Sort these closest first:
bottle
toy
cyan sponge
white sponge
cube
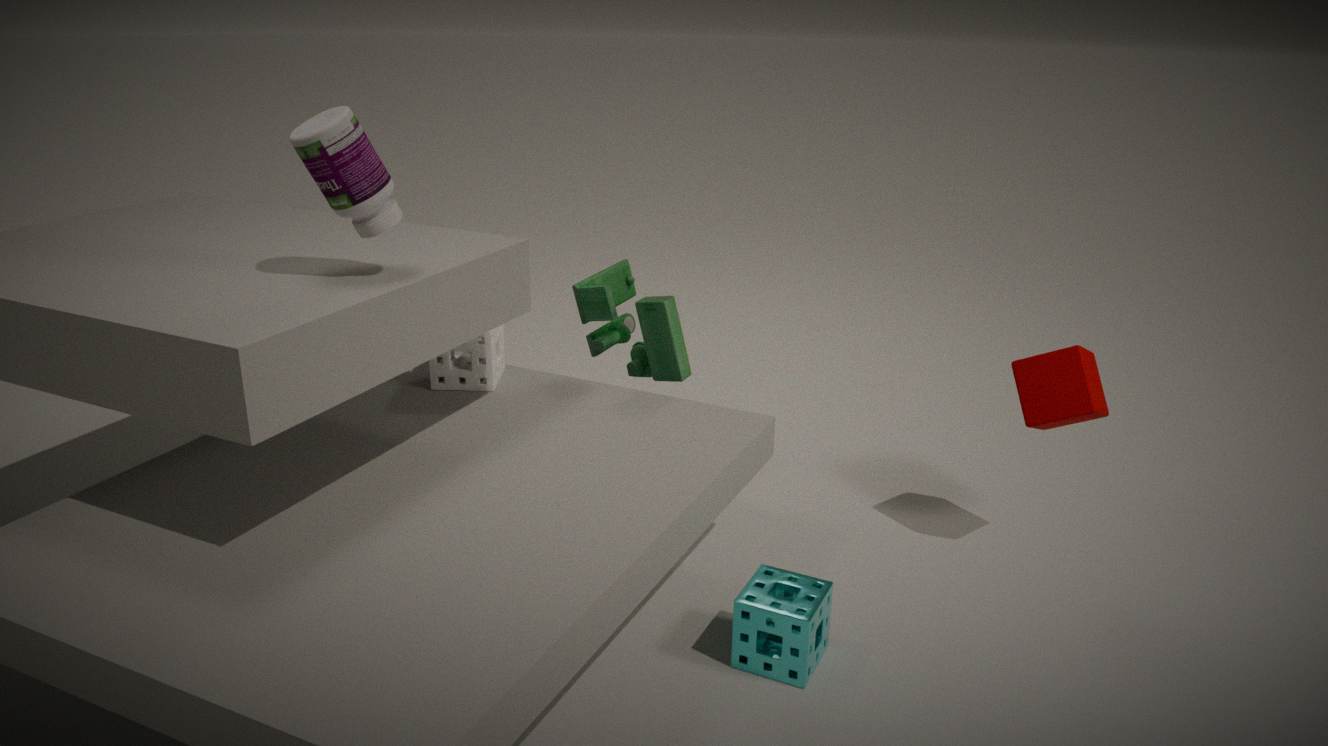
bottle < cyan sponge < cube < white sponge < toy
